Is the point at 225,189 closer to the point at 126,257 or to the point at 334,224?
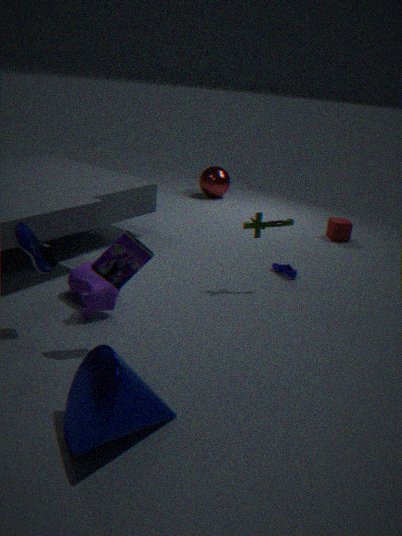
the point at 334,224
